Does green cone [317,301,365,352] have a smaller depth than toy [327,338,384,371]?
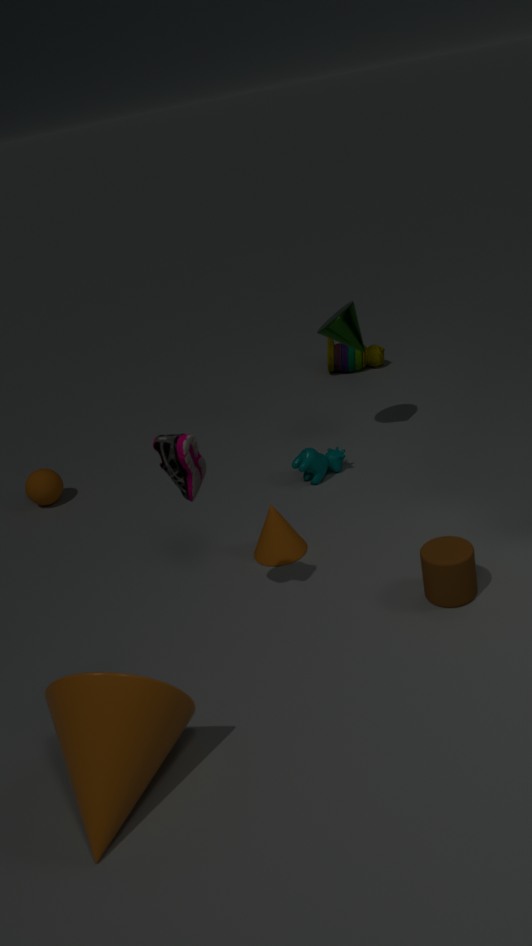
Yes
